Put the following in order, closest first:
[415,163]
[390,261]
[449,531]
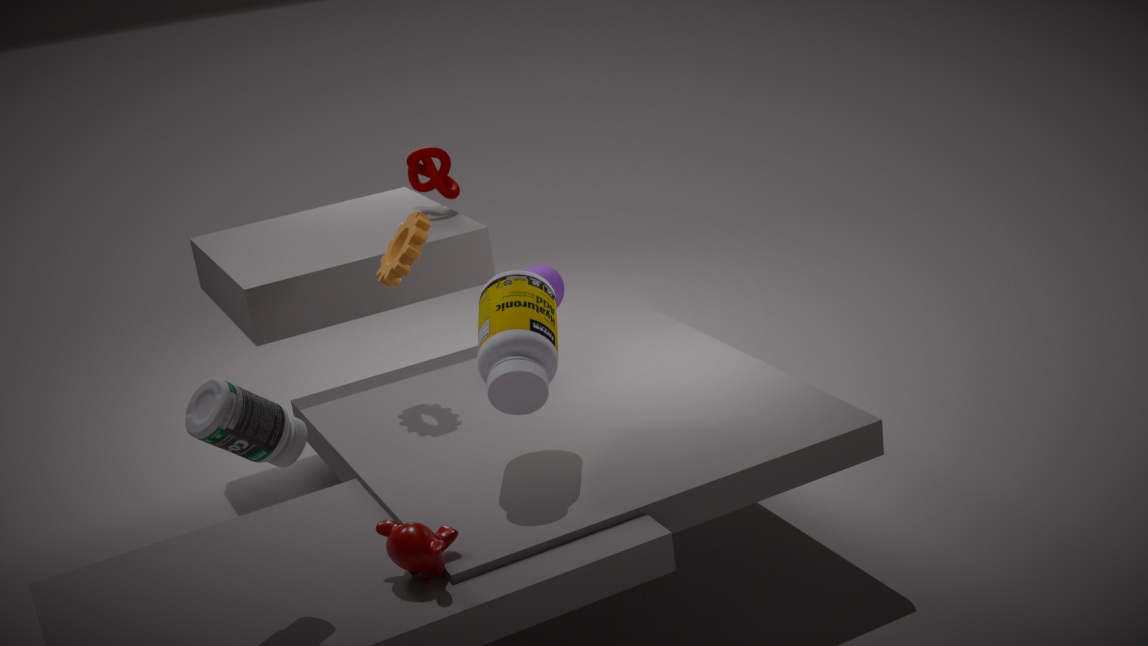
→ [449,531] → [390,261] → [415,163]
